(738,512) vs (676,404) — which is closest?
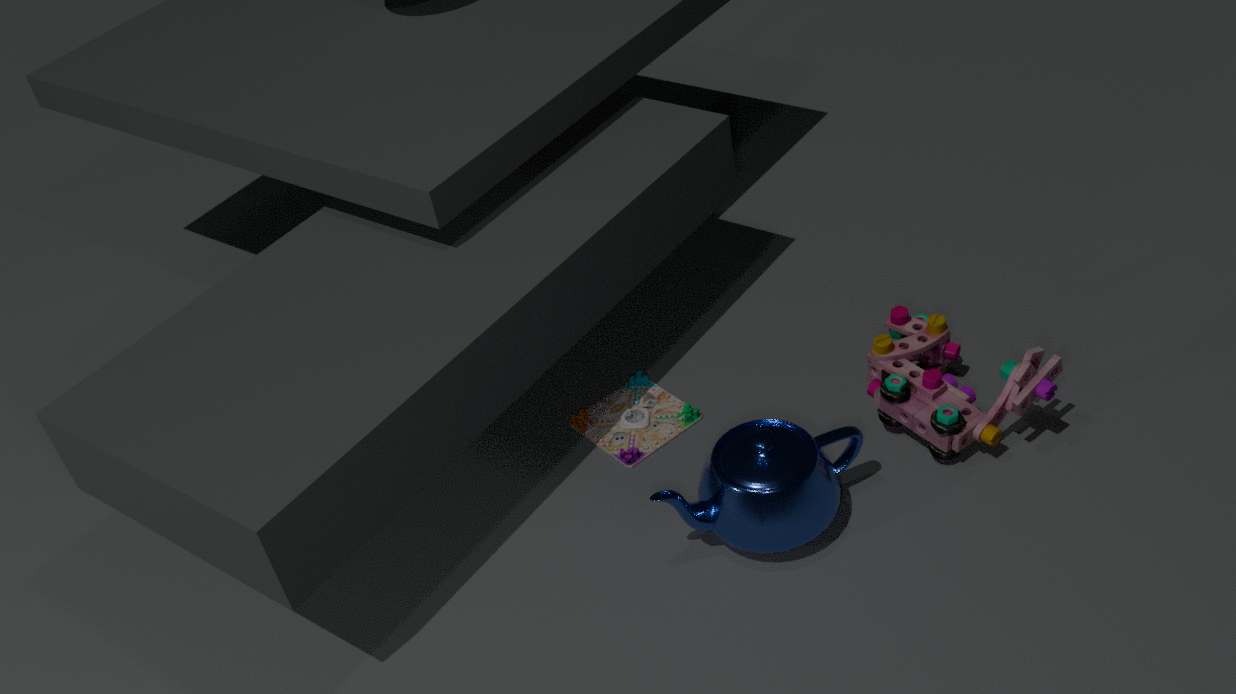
(738,512)
